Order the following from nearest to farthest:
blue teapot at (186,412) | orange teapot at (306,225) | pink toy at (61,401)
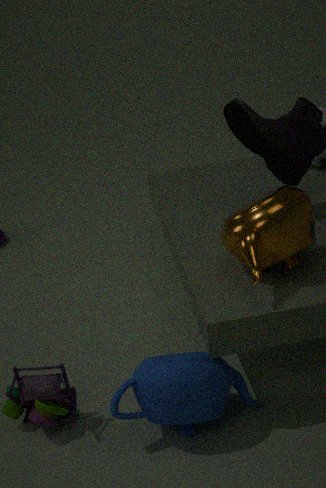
blue teapot at (186,412), orange teapot at (306,225), pink toy at (61,401)
